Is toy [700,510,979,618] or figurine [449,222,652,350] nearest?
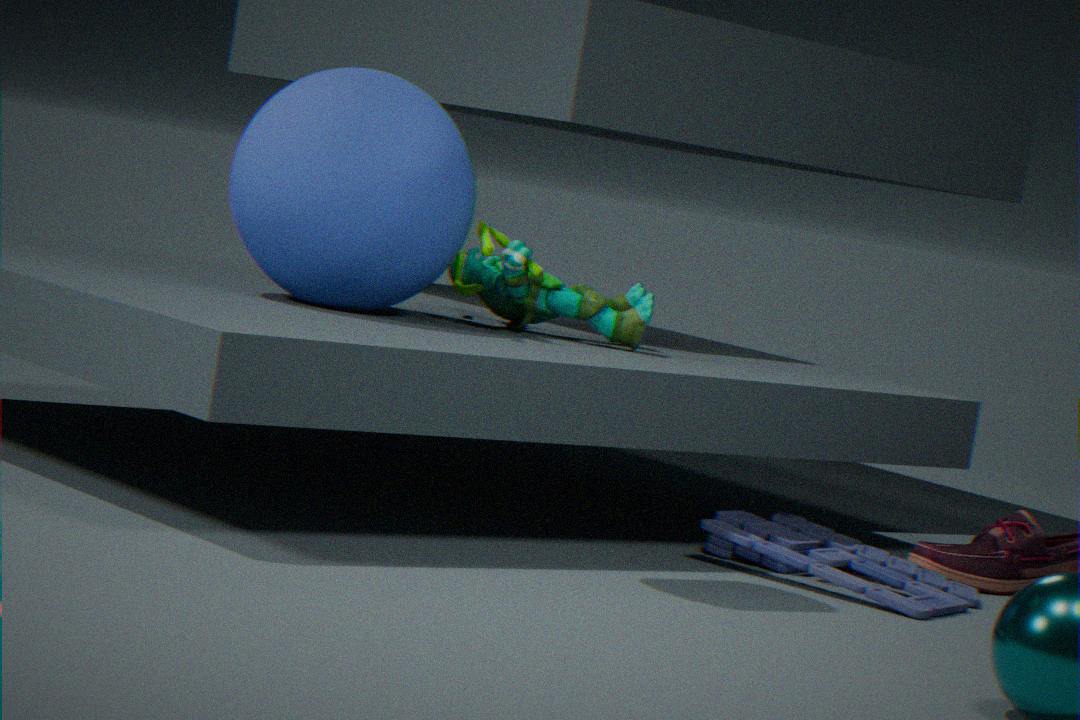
toy [700,510,979,618]
